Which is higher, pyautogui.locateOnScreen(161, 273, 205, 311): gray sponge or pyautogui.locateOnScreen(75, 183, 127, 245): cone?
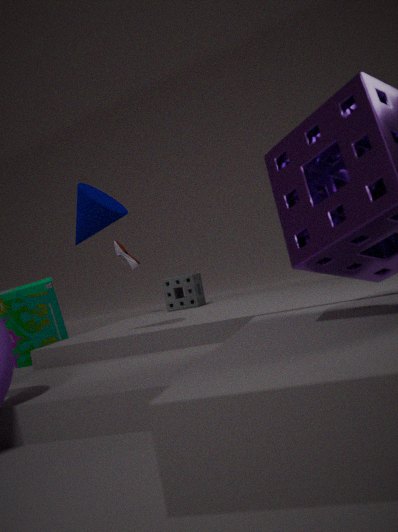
pyautogui.locateOnScreen(75, 183, 127, 245): cone
